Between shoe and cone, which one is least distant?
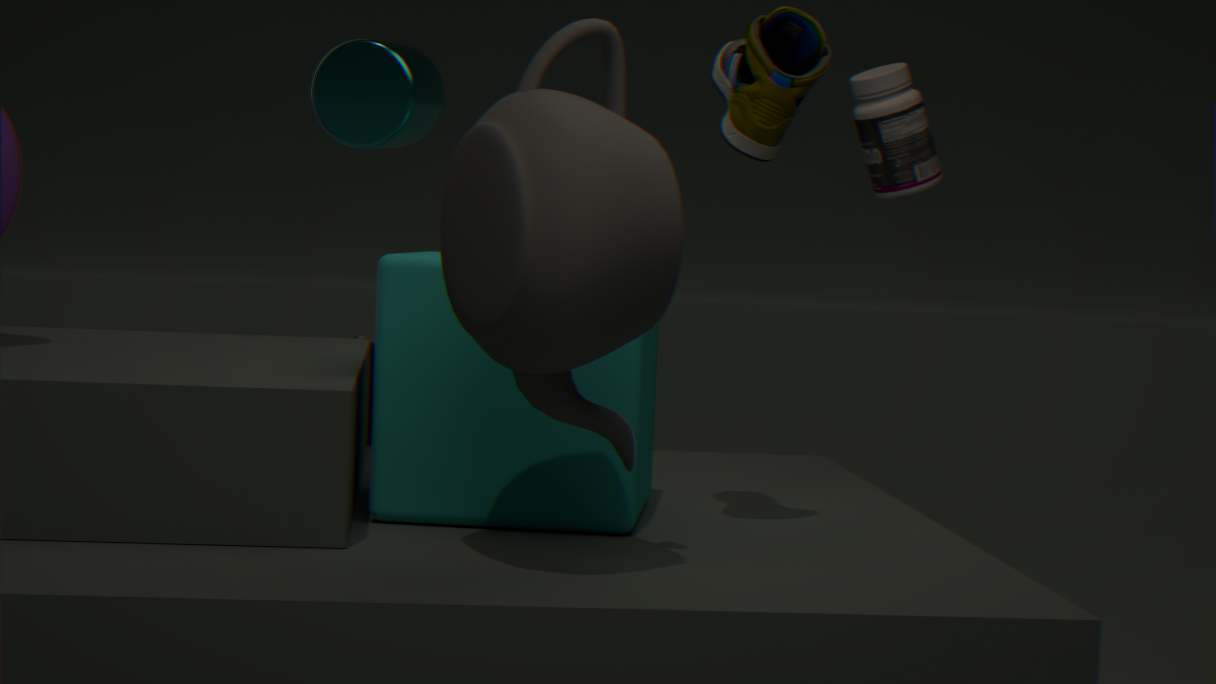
shoe
